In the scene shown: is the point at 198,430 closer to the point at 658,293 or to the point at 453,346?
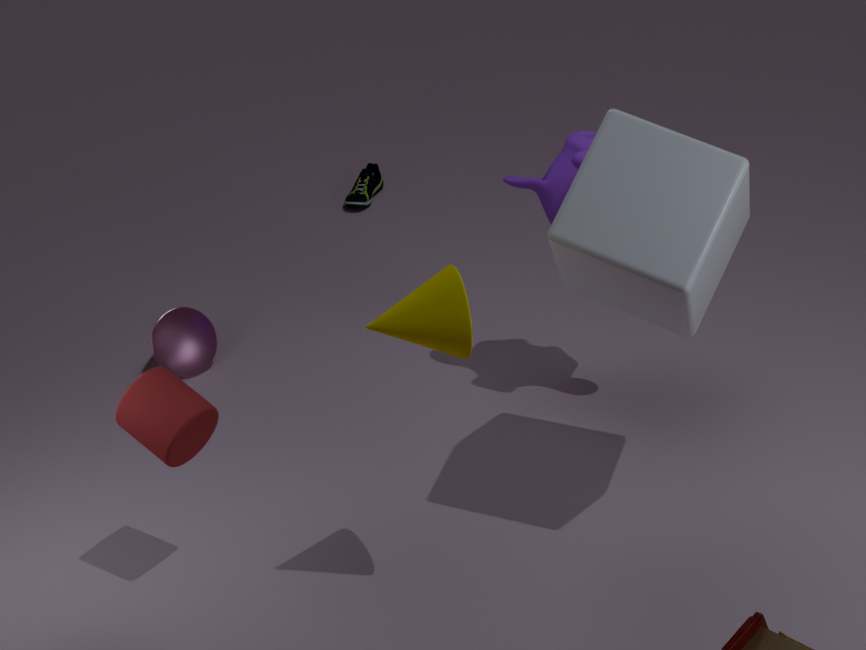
the point at 453,346
